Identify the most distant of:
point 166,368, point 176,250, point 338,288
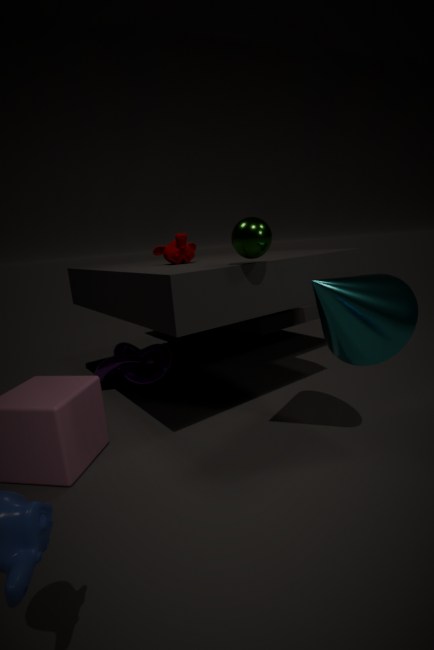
point 166,368
